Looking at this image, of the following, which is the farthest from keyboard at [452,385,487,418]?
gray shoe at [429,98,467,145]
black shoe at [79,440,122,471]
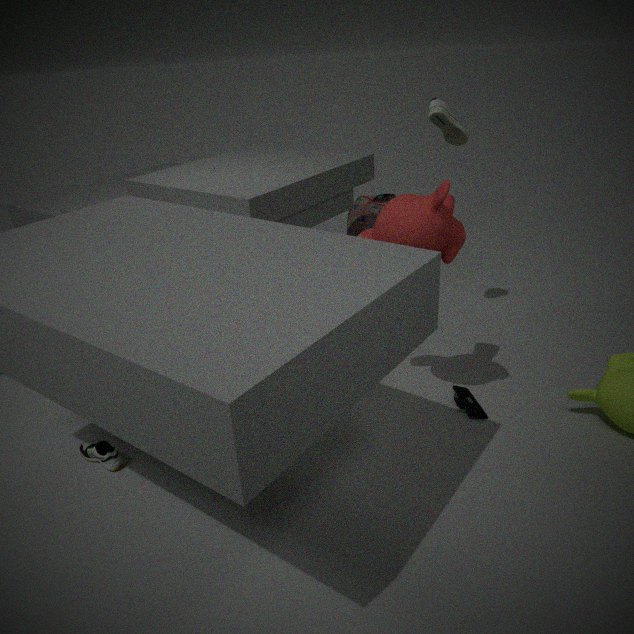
black shoe at [79,440,122,471]
